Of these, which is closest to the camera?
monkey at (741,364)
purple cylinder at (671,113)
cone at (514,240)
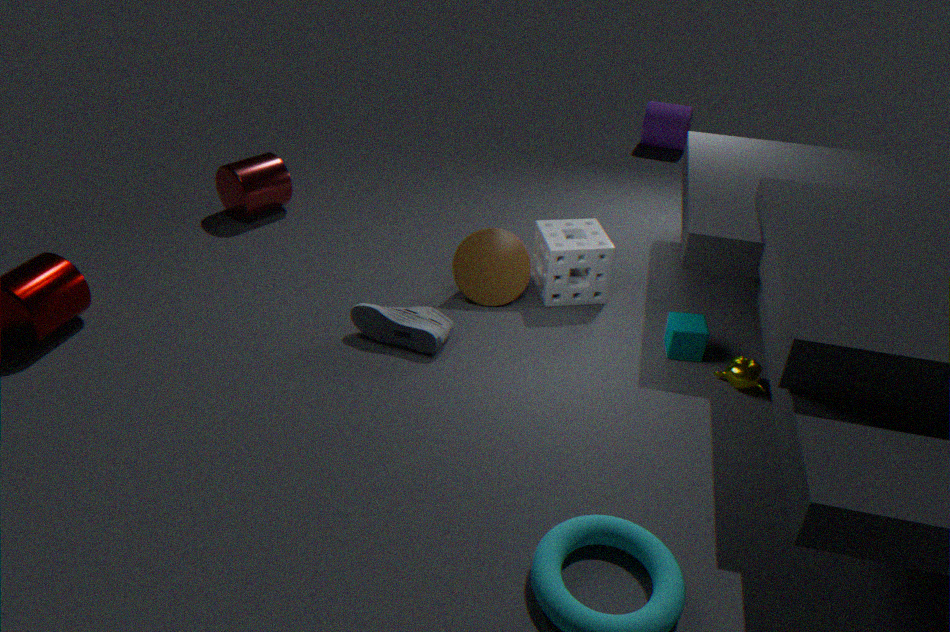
monkey at (741,364)
